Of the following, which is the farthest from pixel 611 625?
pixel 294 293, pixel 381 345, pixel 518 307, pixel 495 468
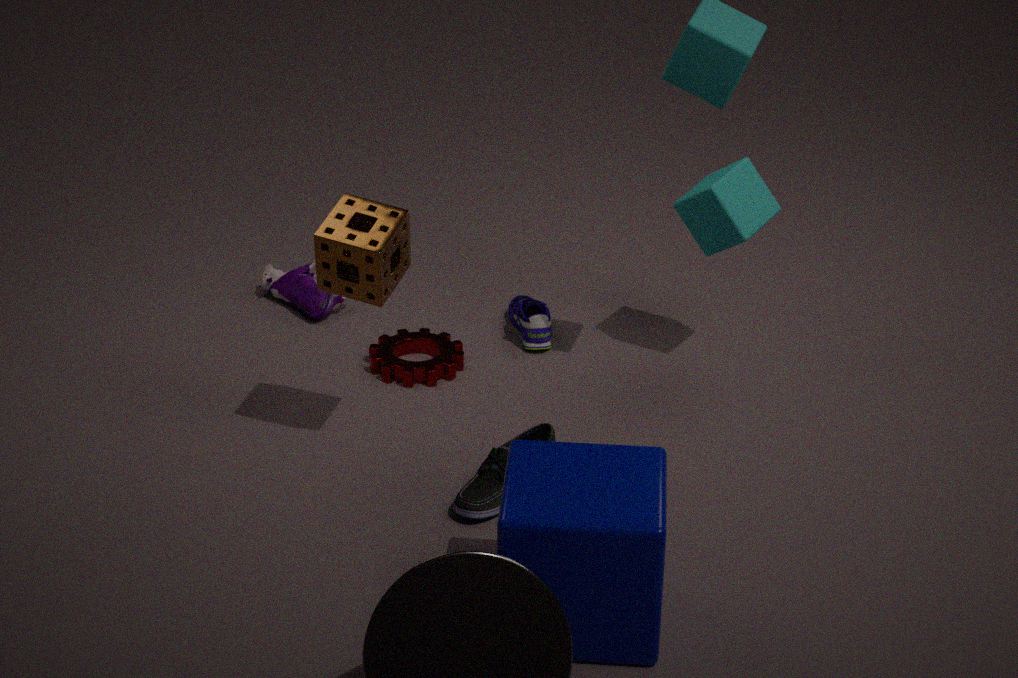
pixel 294 293
